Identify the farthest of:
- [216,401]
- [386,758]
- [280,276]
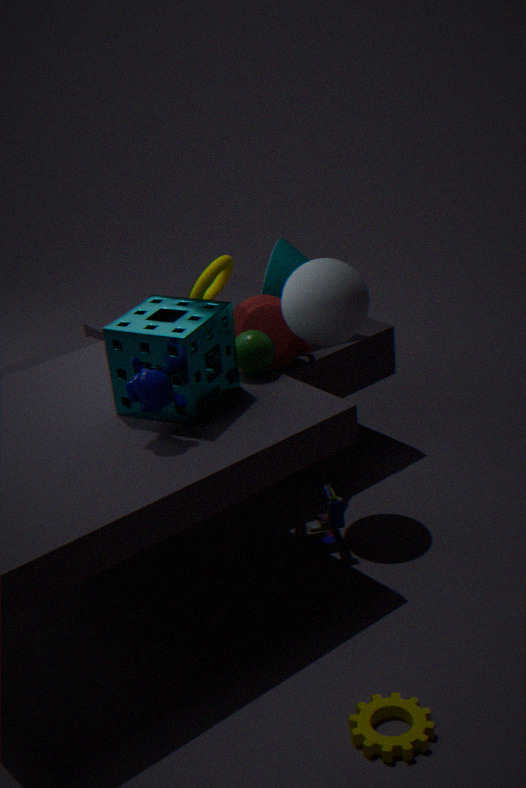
[280,276]
